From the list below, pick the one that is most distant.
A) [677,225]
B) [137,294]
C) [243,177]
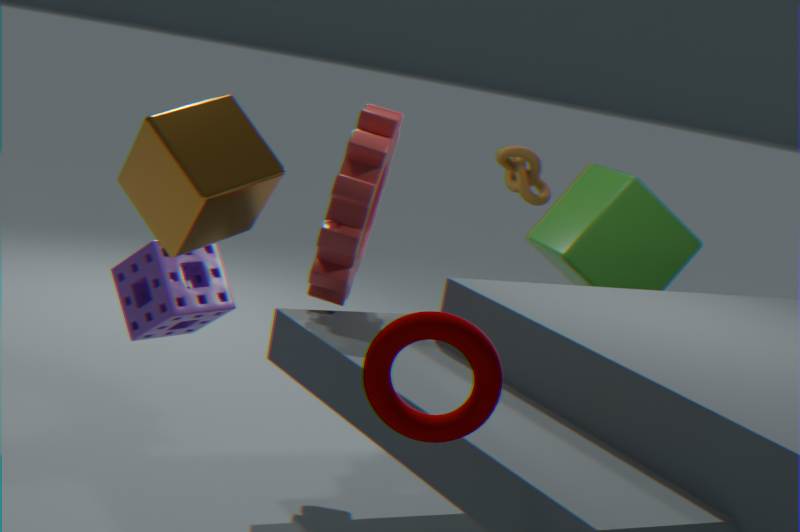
A. [677,225]
